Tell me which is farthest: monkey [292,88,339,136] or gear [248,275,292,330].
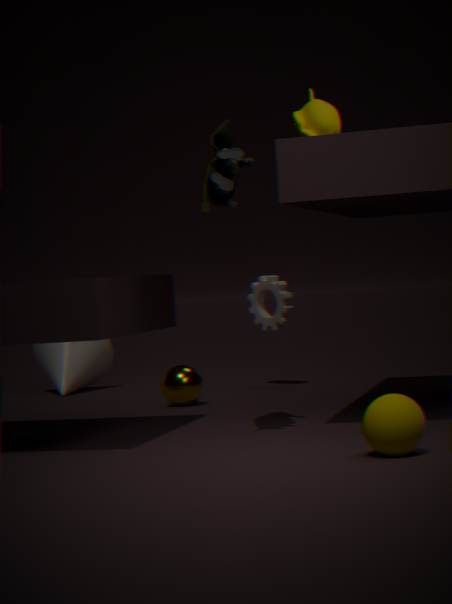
gear [248,275,292,330]
